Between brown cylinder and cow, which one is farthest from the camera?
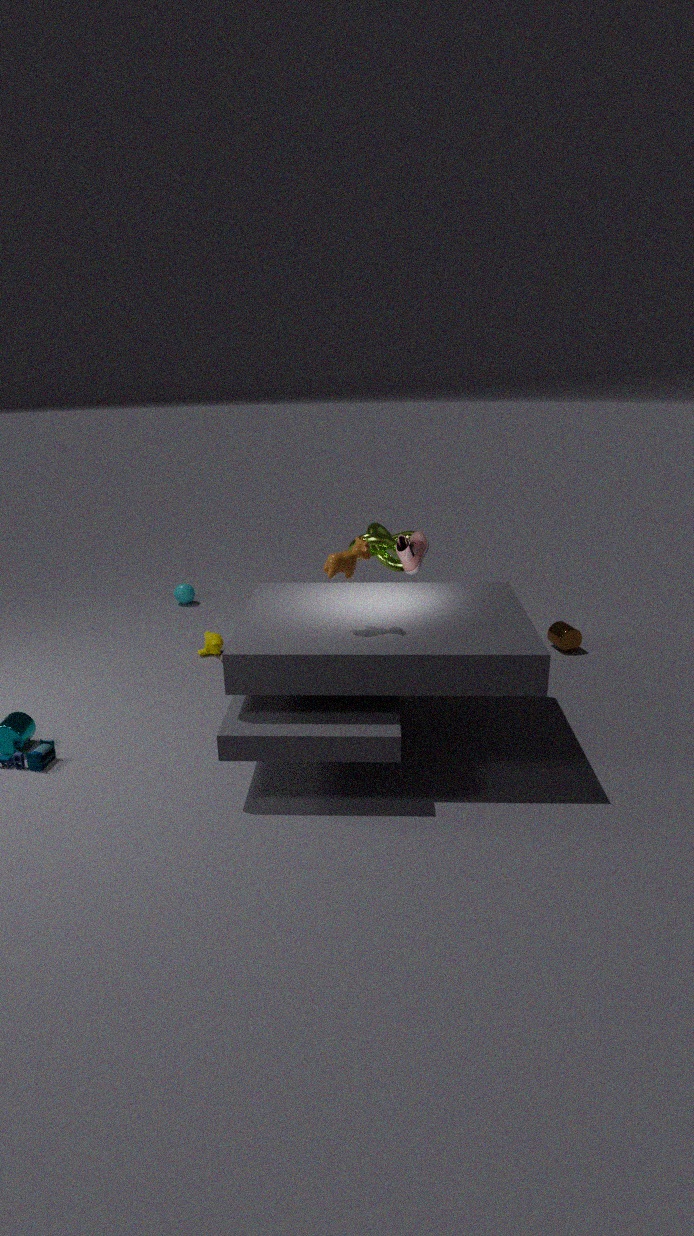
brown cylinder
